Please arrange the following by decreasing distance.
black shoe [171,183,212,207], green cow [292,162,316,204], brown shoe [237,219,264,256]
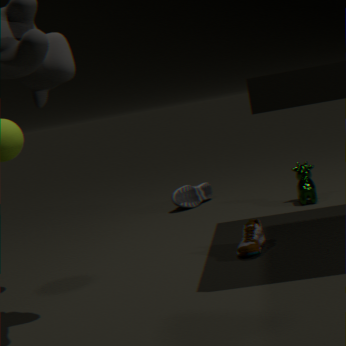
black shoe [171,183,212,207] < green cow [292,162,316,204] < brown shoe [237,219,264,256]
